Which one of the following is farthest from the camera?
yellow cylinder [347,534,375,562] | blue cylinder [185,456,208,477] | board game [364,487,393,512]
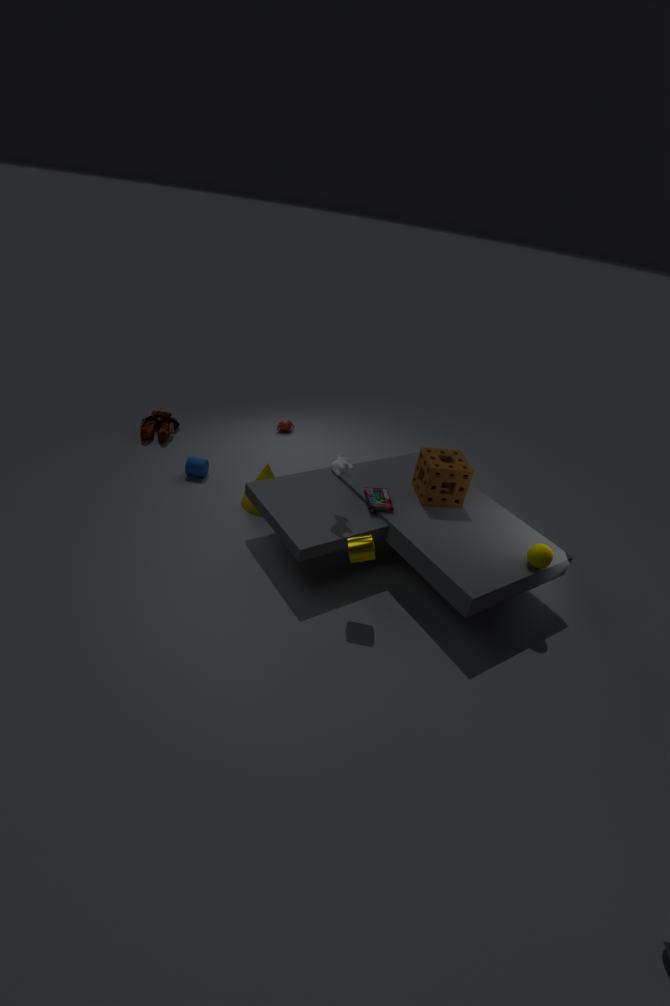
blue cylinder [185,456,208,477]
